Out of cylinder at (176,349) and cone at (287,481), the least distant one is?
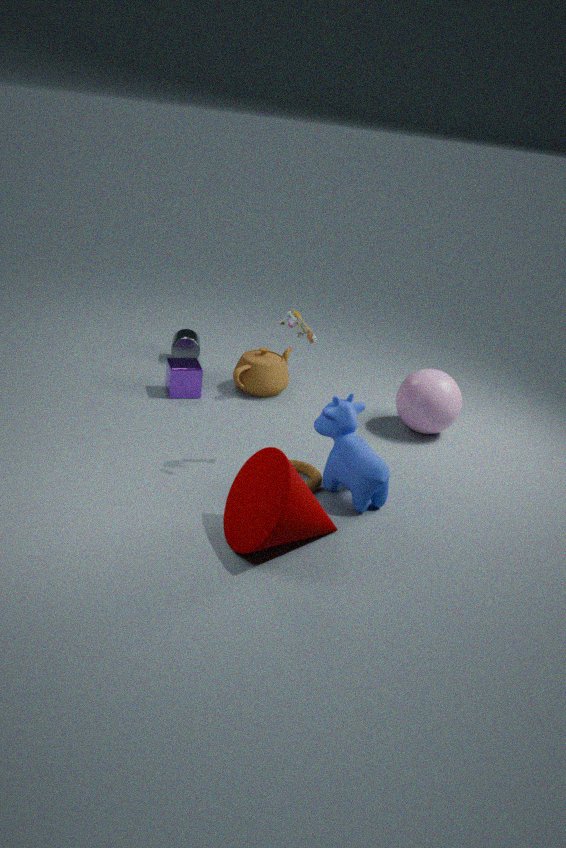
cone at (287,481)
